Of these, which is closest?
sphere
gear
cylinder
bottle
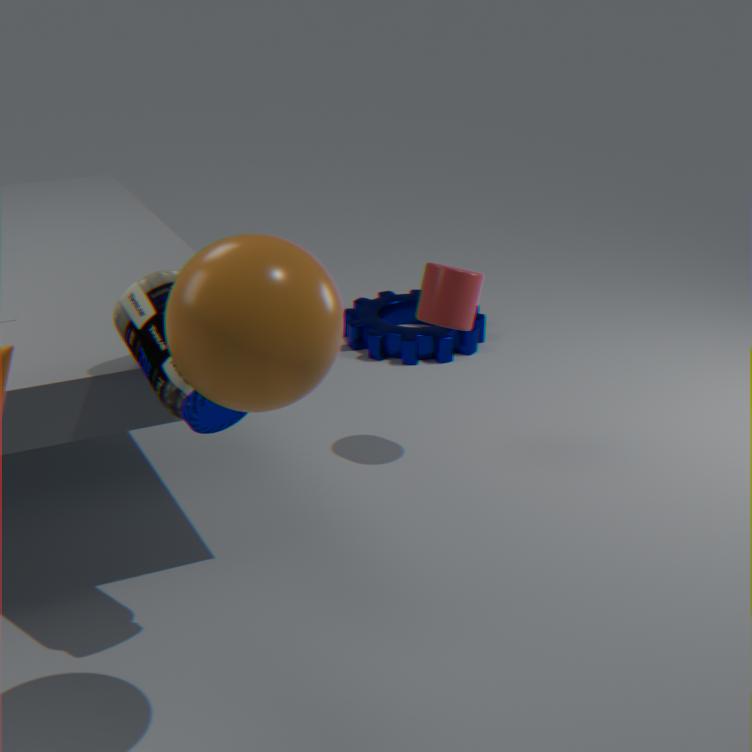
sphere
